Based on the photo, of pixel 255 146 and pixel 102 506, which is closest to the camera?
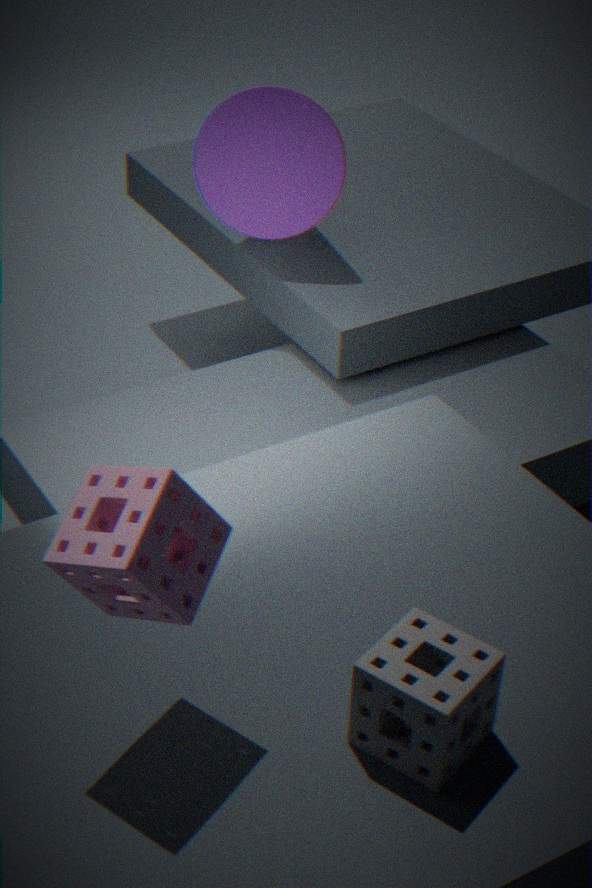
pixel 102 506
